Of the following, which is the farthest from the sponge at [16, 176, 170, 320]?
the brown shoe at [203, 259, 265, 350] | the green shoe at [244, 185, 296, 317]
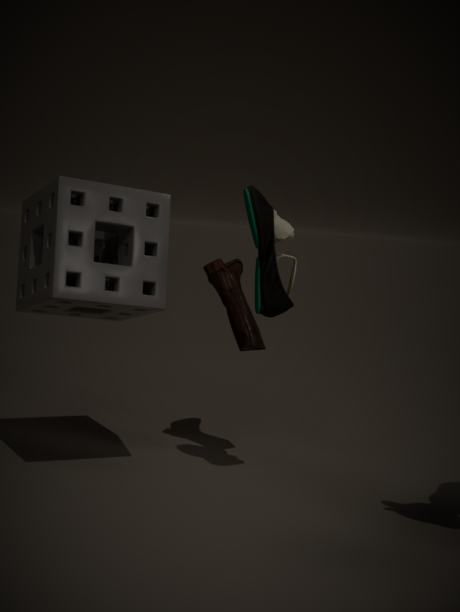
the green shoe at [244, 185, 296, 317]
